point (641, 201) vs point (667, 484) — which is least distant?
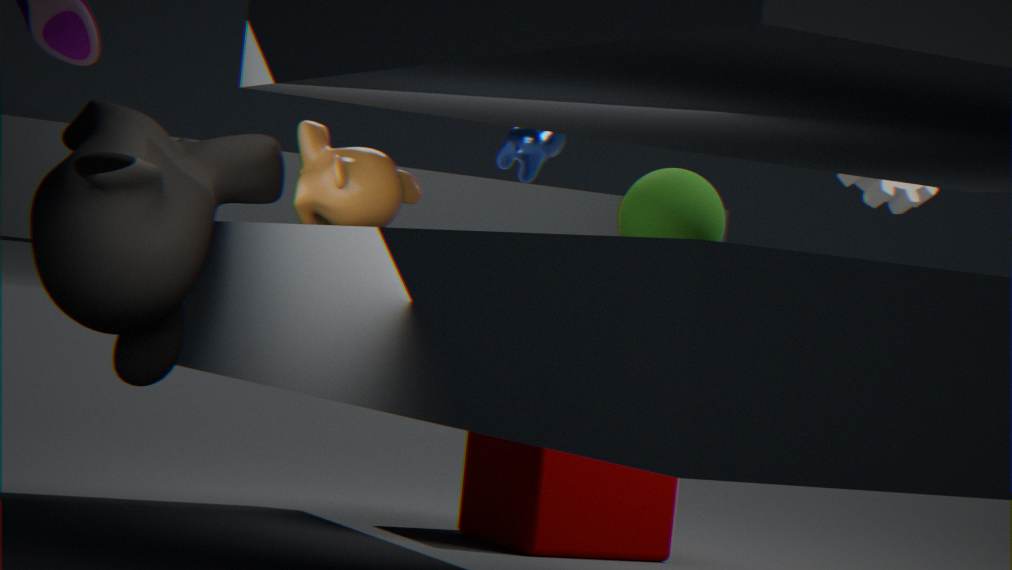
point (641, 201)
